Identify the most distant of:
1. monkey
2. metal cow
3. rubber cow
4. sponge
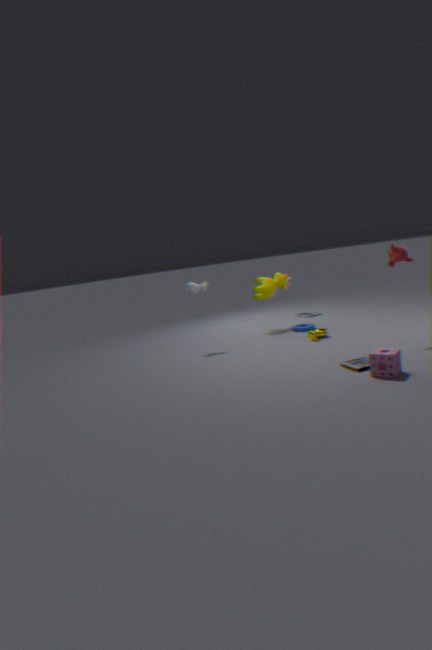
rubber cow
